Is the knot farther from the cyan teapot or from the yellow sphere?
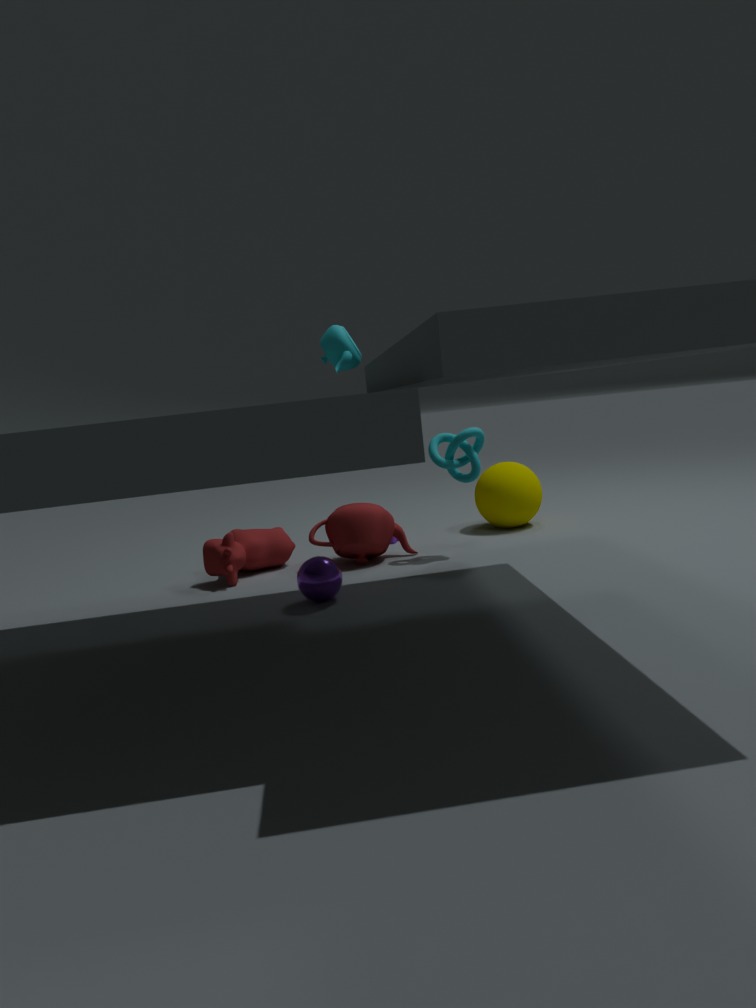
the cyan teapot
